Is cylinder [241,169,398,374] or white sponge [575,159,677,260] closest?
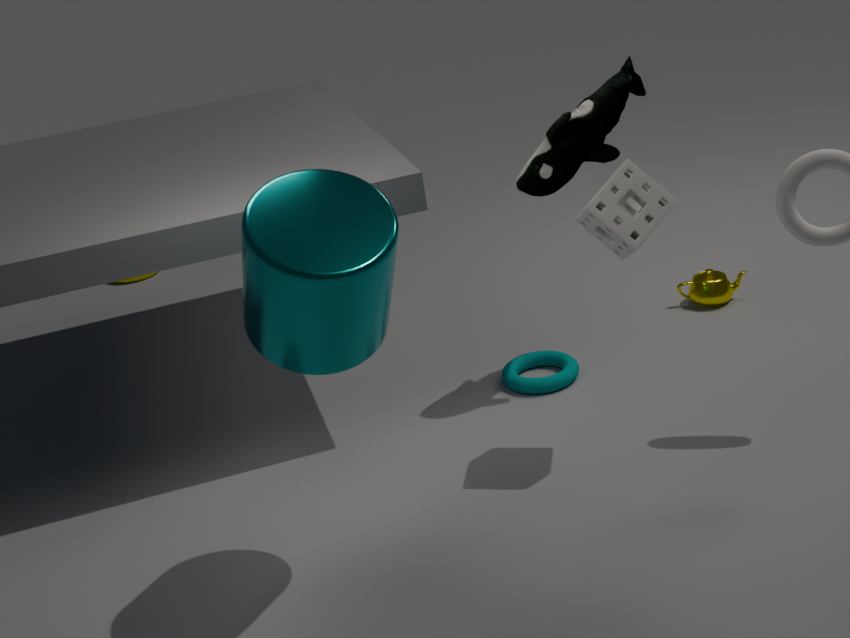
cylinder [241,169,398,374]
